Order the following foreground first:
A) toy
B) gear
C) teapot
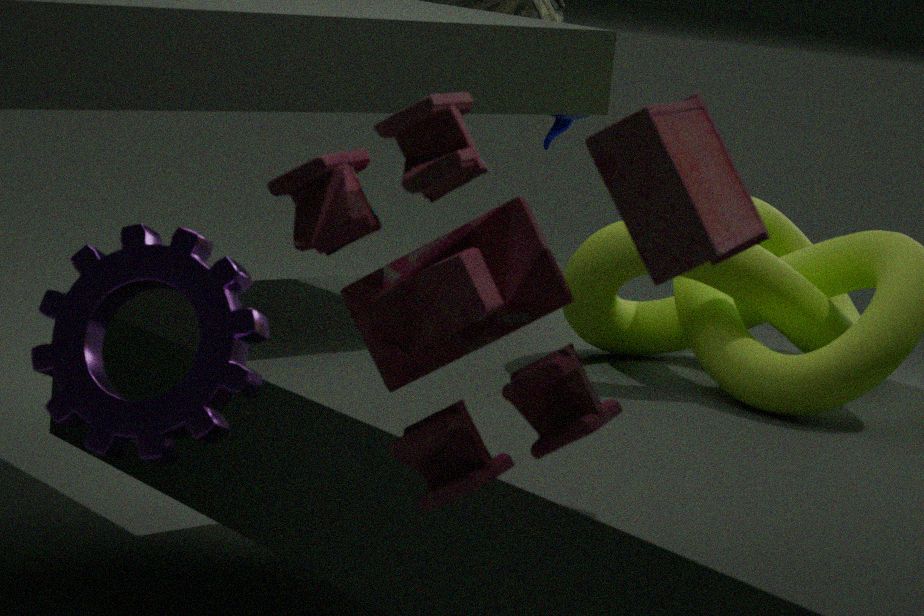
toy
gear
teapot
